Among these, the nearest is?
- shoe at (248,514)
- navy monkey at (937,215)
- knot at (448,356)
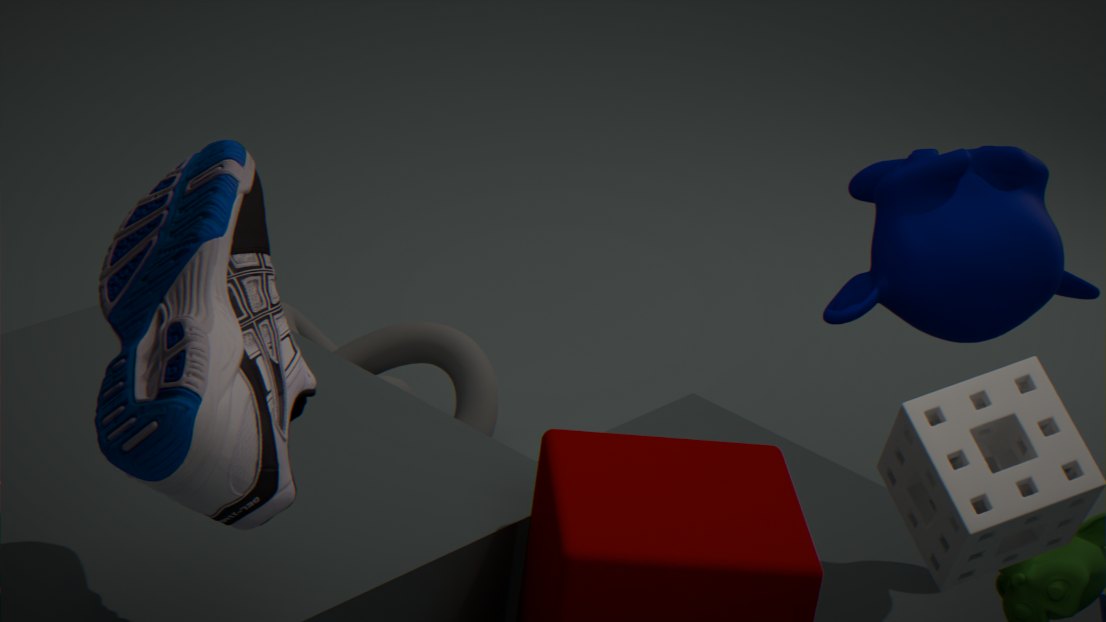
shoe at (248,514)
